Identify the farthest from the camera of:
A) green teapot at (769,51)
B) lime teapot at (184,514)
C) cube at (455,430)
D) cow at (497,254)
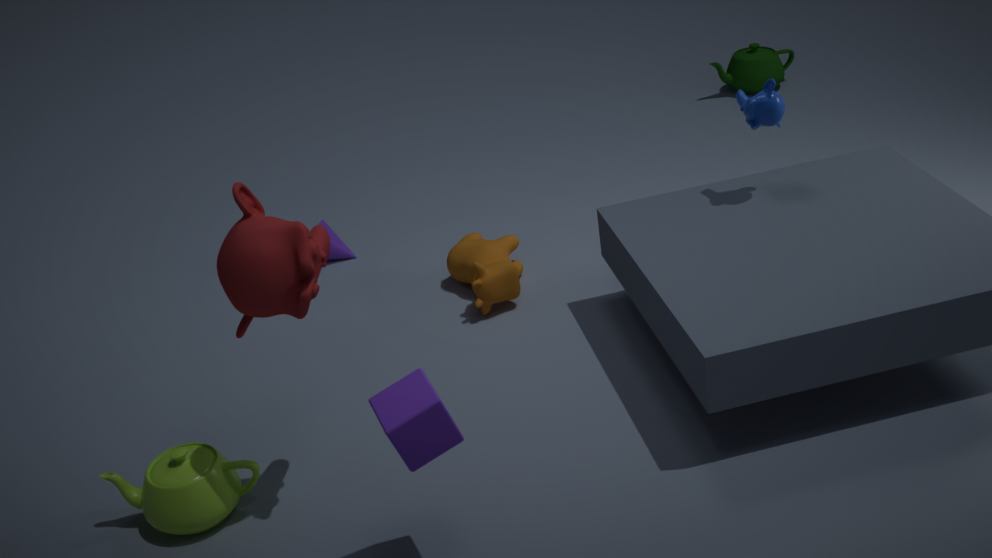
green teapot at (769,51)
